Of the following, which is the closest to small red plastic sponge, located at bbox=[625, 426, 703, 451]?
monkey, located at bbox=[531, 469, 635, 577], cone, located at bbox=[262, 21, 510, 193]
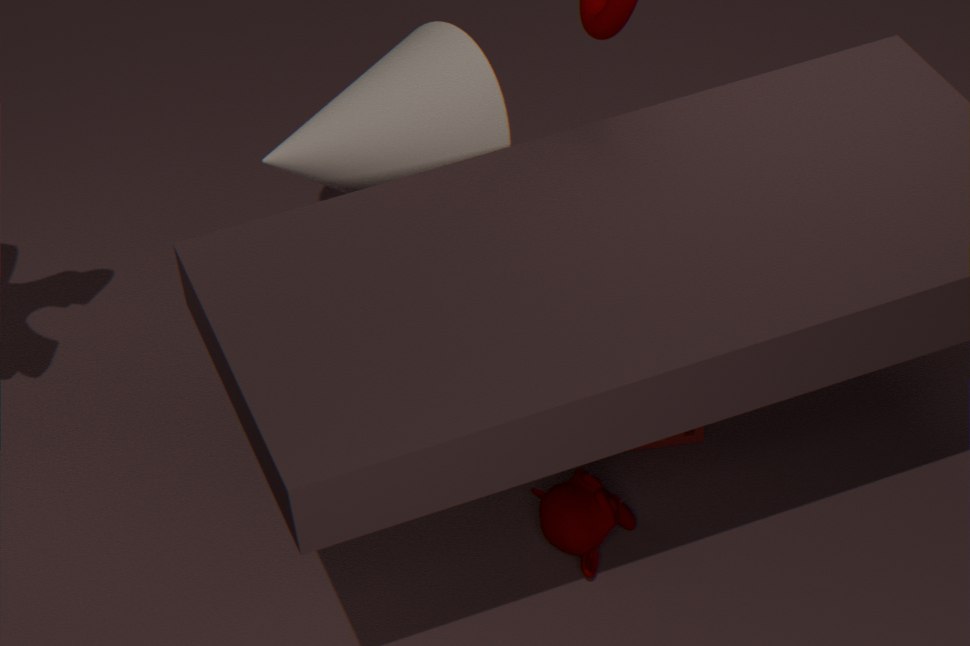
monkey, located at bbox=[531, 469, 635, 577]
